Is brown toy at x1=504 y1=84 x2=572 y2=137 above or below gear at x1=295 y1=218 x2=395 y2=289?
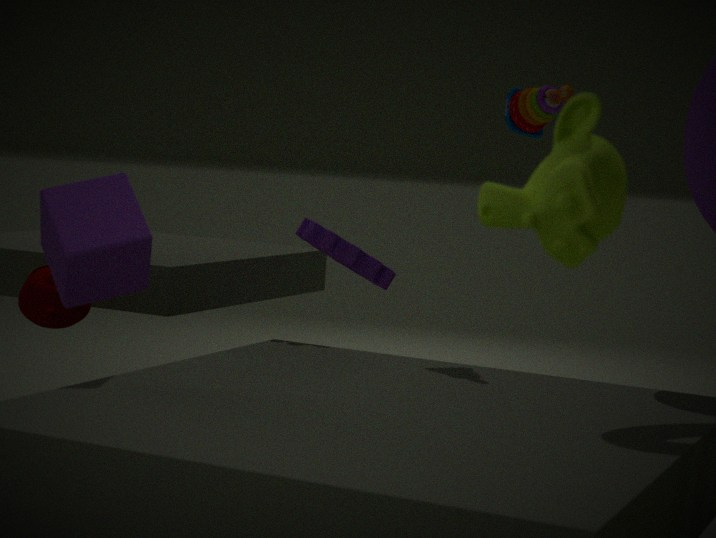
above
